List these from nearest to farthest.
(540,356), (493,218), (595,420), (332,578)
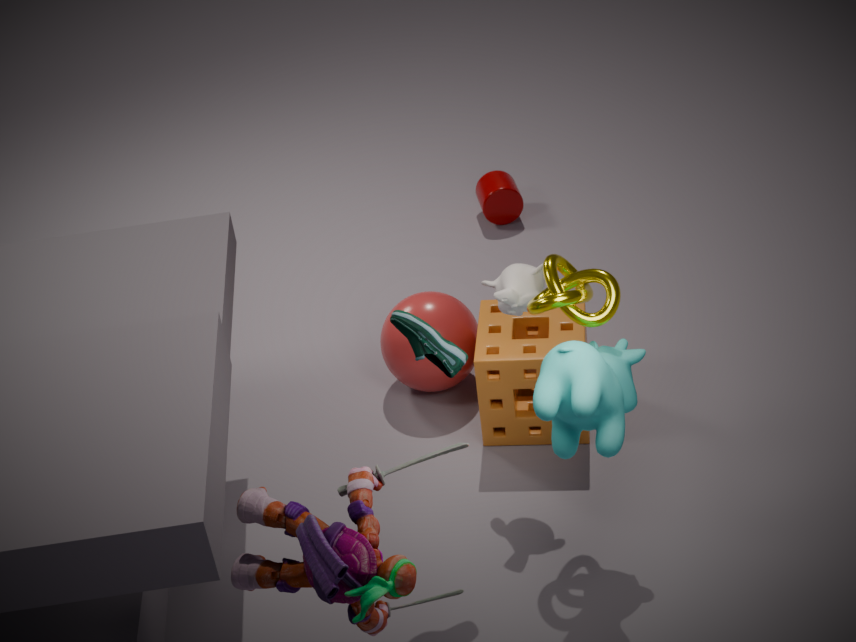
1. (332,578)
2. (595,420)
3. (540,356)
4. (493,218)
